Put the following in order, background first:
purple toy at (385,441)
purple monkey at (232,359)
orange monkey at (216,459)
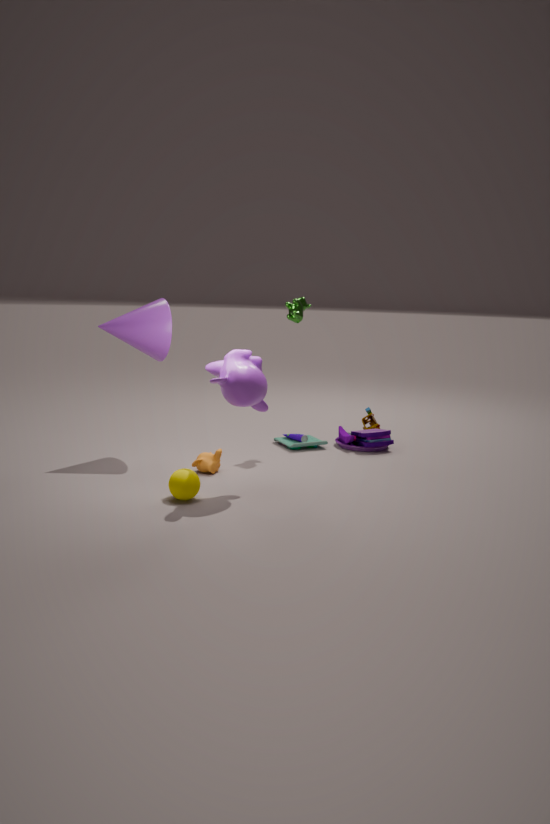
purple toy at (385,441), orange monkey at (216,459), purple monkey at (232,359)
